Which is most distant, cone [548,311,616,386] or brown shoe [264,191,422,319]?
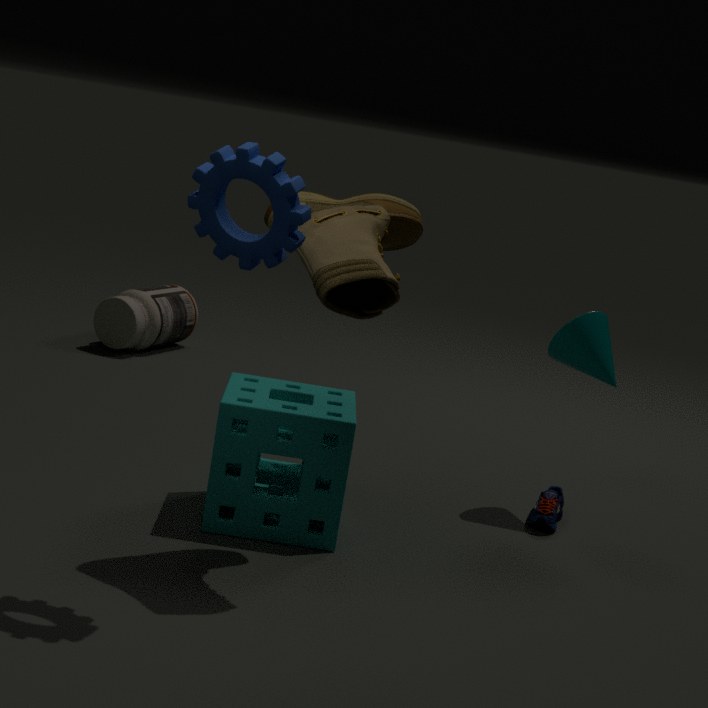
cone [548,311,616,386]
